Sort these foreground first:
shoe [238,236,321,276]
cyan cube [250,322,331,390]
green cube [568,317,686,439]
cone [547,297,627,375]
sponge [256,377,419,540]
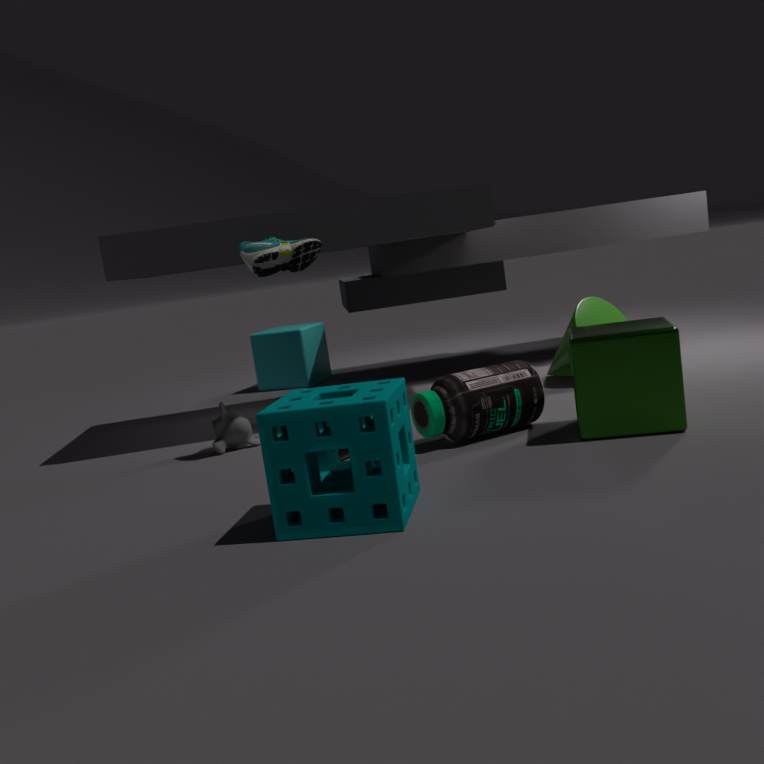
sponge [256,377,419,540] → green cube [568,317,686,439] → shoe [238,236,321,276] → cone [547,297,627,375] → cyan cube [250,322,331,390]
